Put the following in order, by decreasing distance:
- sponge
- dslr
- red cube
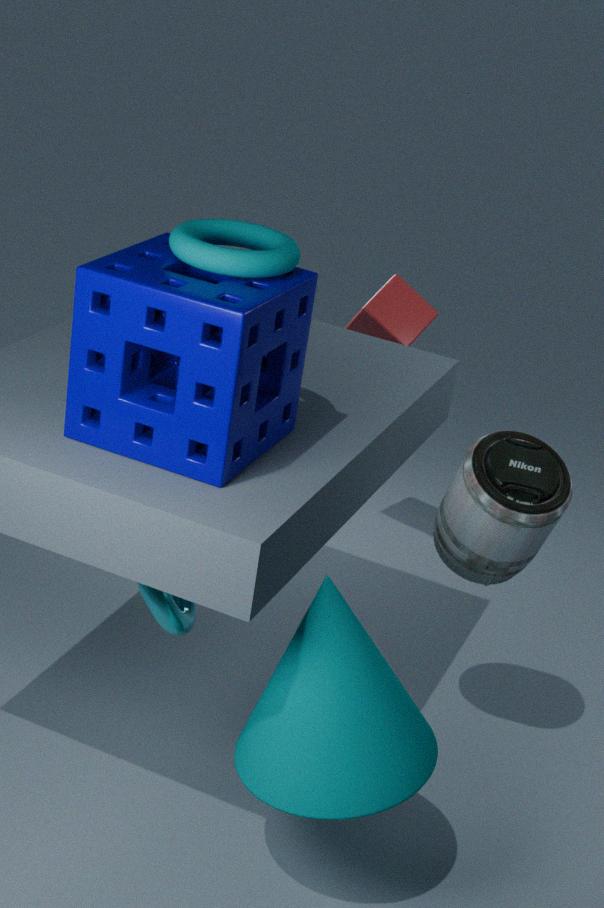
red cube → dslr → sponge
